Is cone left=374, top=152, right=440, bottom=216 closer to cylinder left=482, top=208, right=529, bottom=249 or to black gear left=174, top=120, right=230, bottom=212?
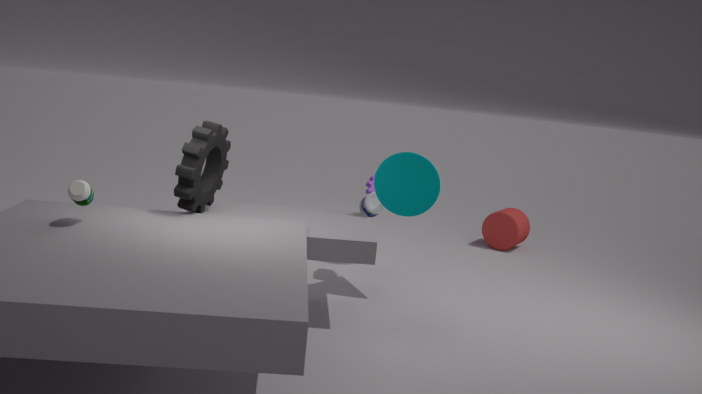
black gear left=174, top=120, right=230, bottom=212
